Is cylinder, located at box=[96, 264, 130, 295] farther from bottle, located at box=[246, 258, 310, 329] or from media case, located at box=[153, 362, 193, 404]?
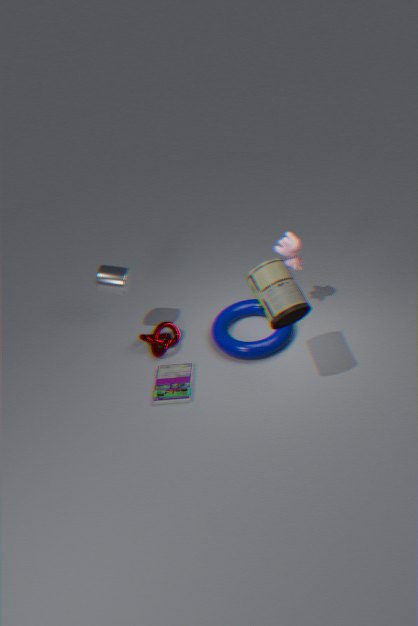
bottle, located at box=[246, 258, 310, 329]
